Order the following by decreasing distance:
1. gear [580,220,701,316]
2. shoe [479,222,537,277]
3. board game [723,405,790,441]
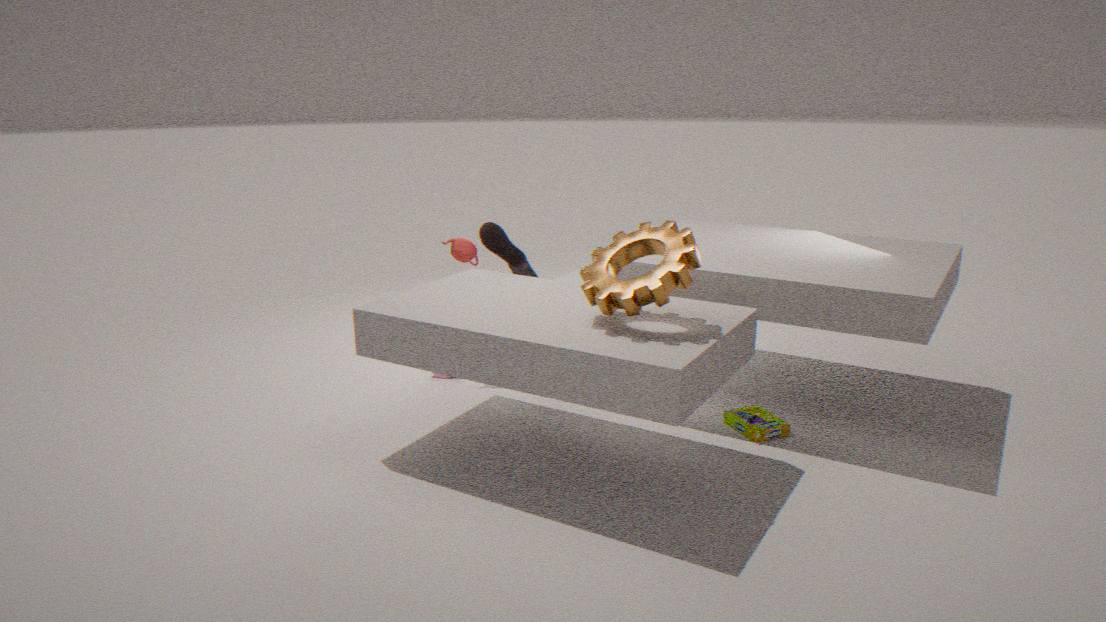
1. shoe [479,222,537,277]
2. board game [723,405,790,441]
3. gear [580,220,701,316]
